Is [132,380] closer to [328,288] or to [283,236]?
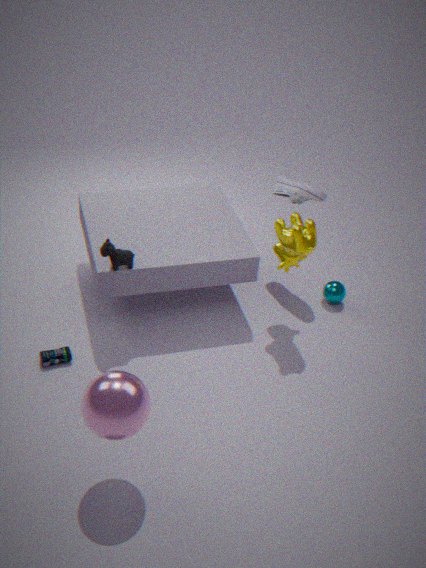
[283,236]
